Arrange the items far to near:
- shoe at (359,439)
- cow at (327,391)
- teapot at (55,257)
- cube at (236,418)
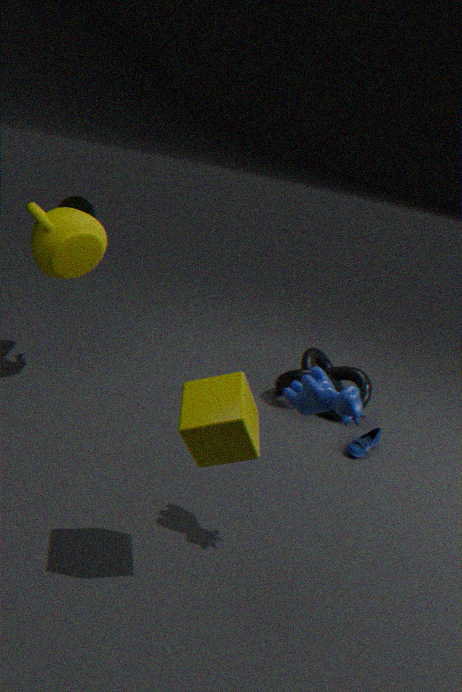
shoe at (359,439)
teapot at (55,257)
cow at (327,391)
cube at (236,418)
